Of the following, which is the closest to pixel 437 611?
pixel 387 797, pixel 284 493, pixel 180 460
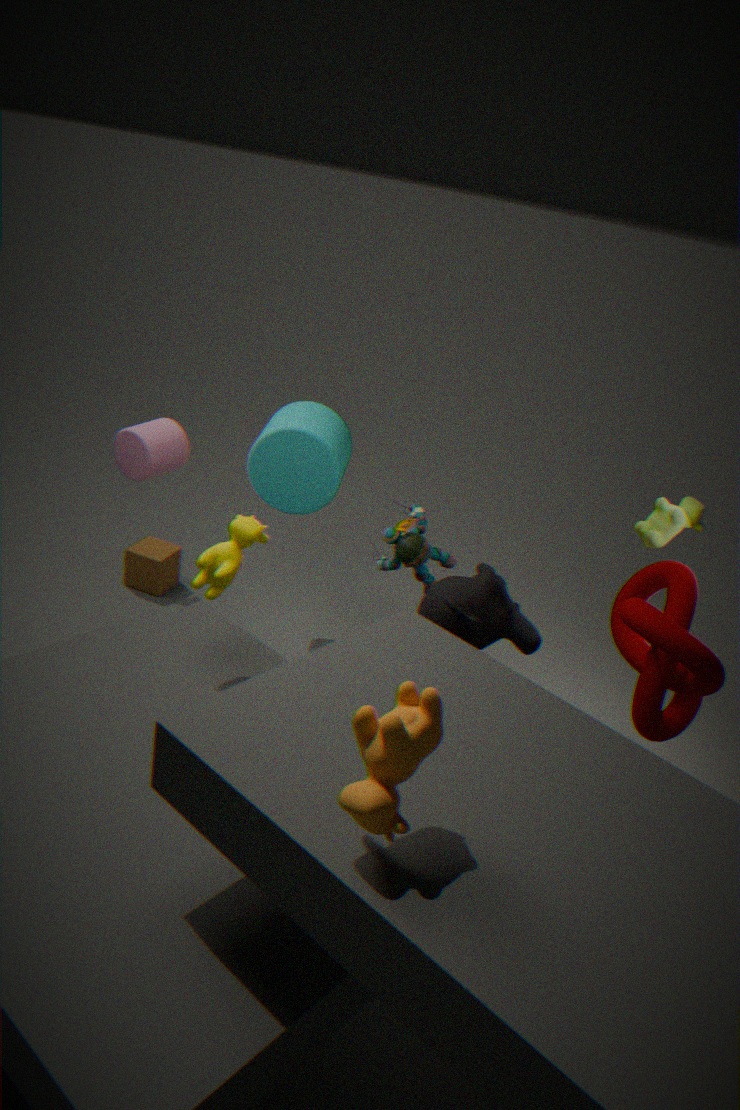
pixel 284 493
